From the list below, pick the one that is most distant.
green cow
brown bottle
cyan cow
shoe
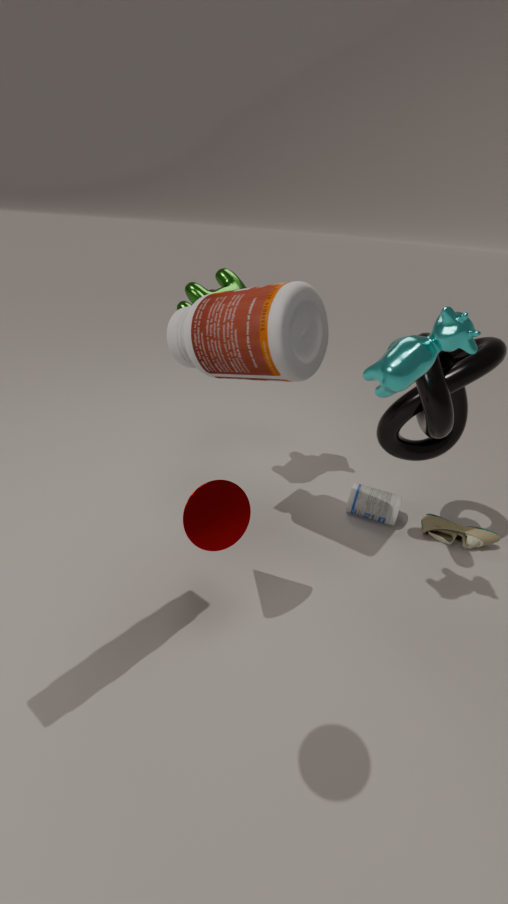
shoe
